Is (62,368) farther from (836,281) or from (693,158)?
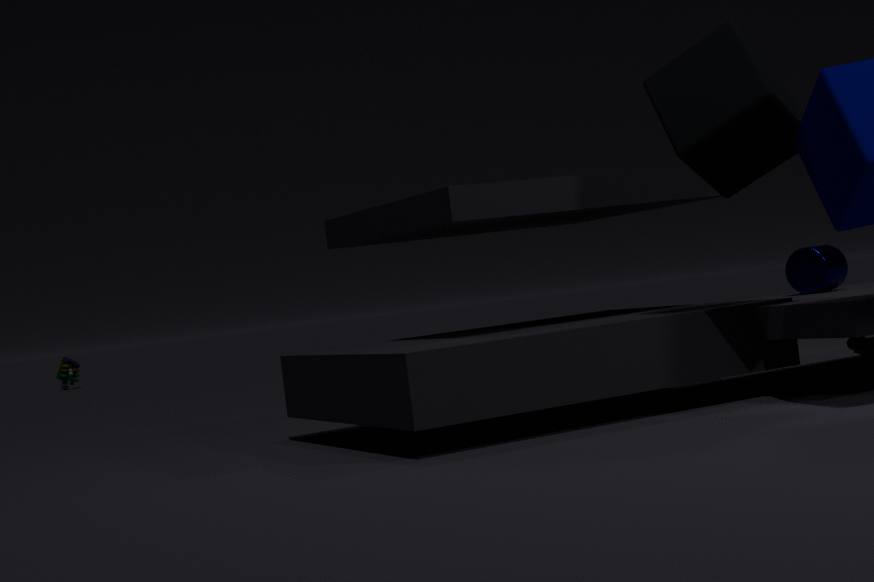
(693,158)
